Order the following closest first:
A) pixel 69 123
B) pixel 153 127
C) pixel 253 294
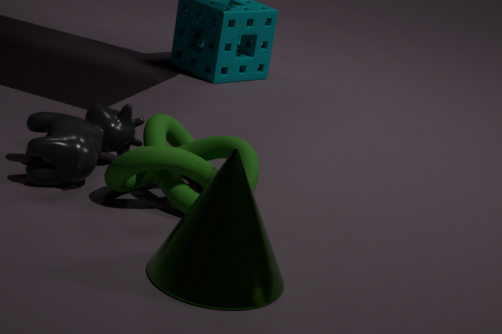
pixel 253 294, pixel 69 123, pixel 153 127
